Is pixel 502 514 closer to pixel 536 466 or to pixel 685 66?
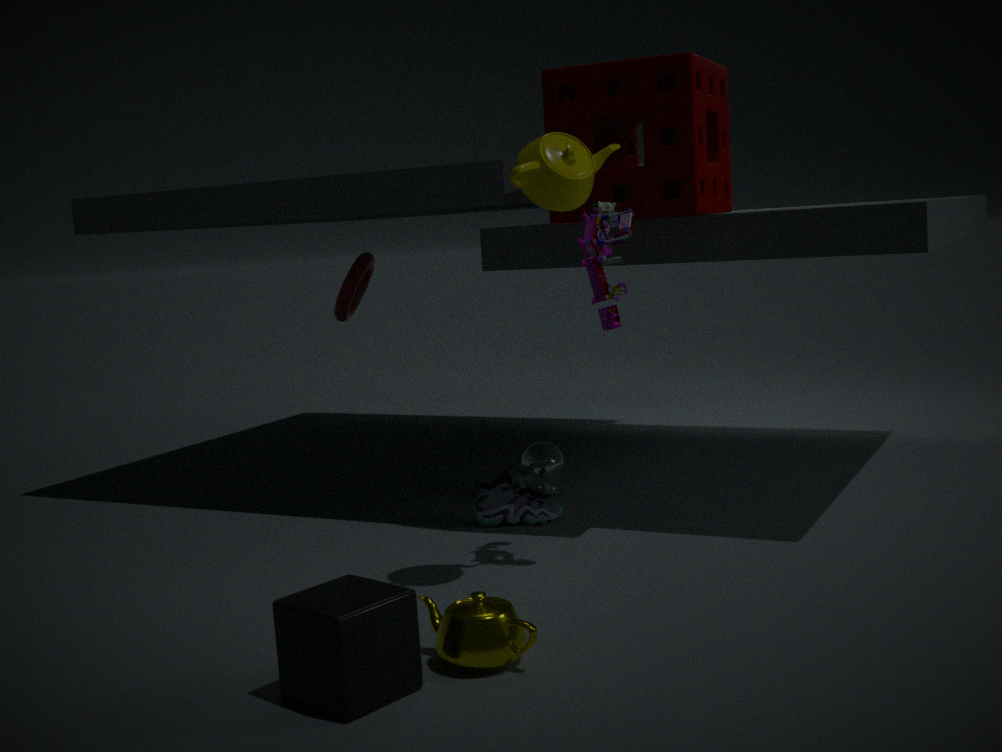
pixel 536 466
